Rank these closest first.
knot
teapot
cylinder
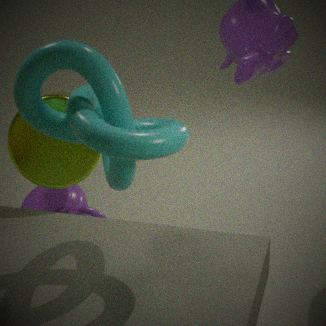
knot
cylinder
teapot
